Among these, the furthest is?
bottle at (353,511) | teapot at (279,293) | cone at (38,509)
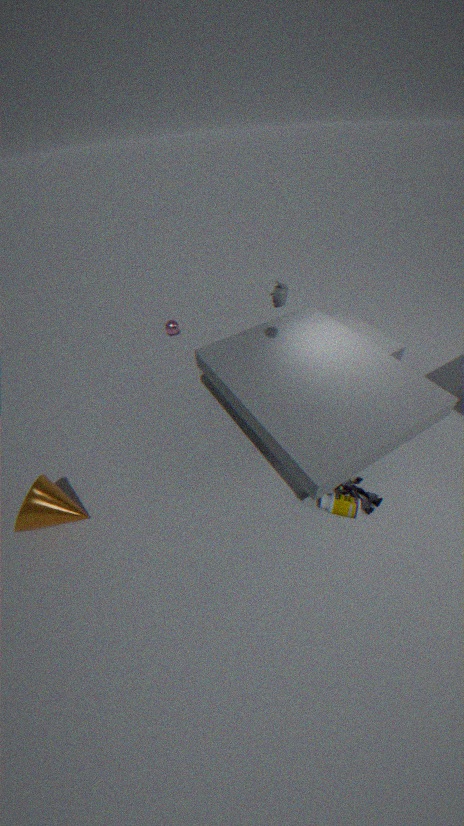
teapot at (279,293)
